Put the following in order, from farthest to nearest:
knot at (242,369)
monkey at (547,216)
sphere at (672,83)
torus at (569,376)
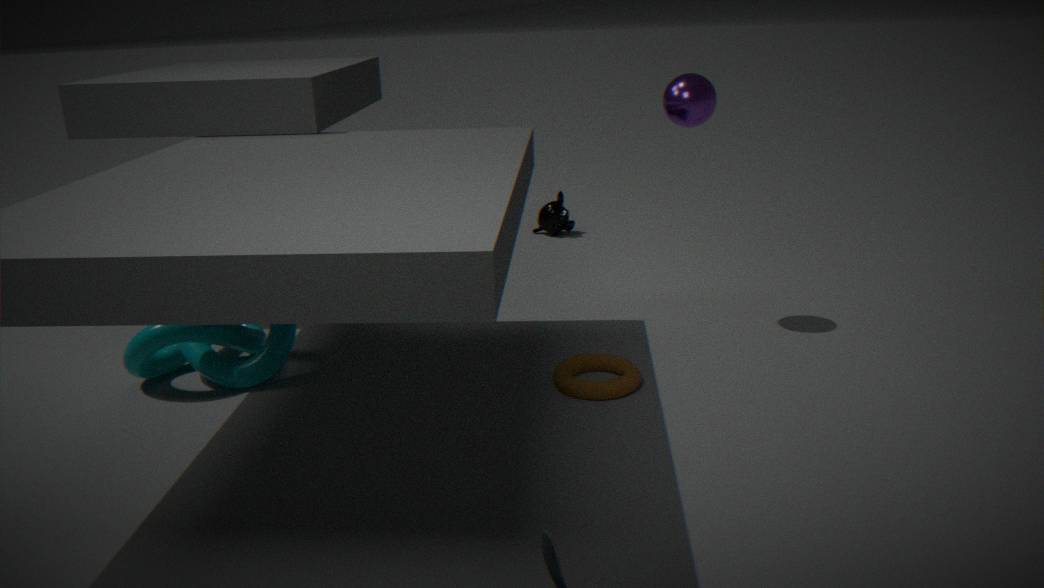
monkey at (547,216)
sphere at (672,83)
knot at (242,369)
torus at (569,376)
